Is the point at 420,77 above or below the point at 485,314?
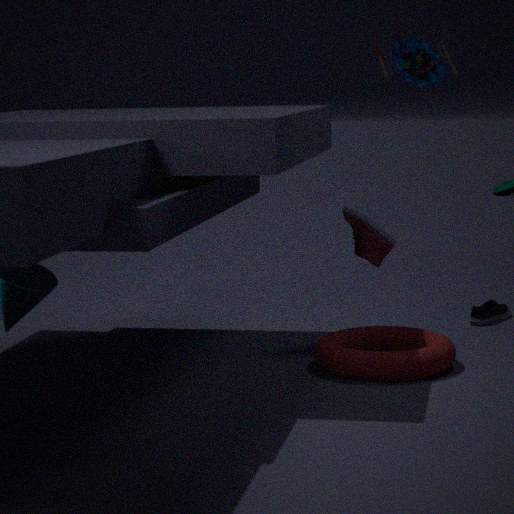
above
